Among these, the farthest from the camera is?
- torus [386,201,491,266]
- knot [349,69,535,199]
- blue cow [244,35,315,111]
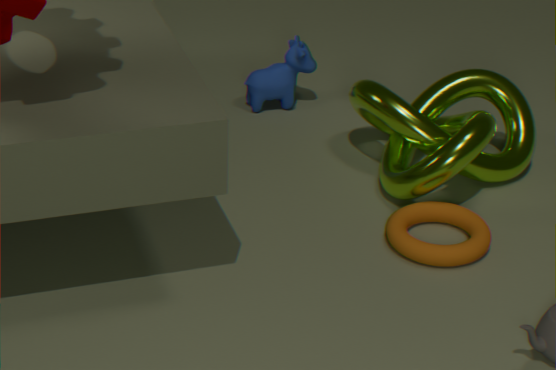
blue cow [244,35,315,111]
